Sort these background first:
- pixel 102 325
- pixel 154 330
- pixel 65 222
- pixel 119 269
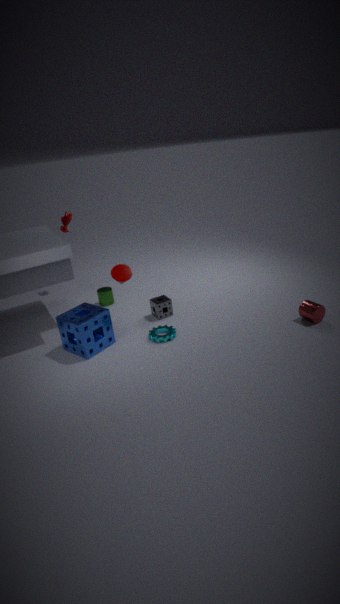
pixel 65 222, pixel 119 269, pixel 154 330, pixel 102 325
